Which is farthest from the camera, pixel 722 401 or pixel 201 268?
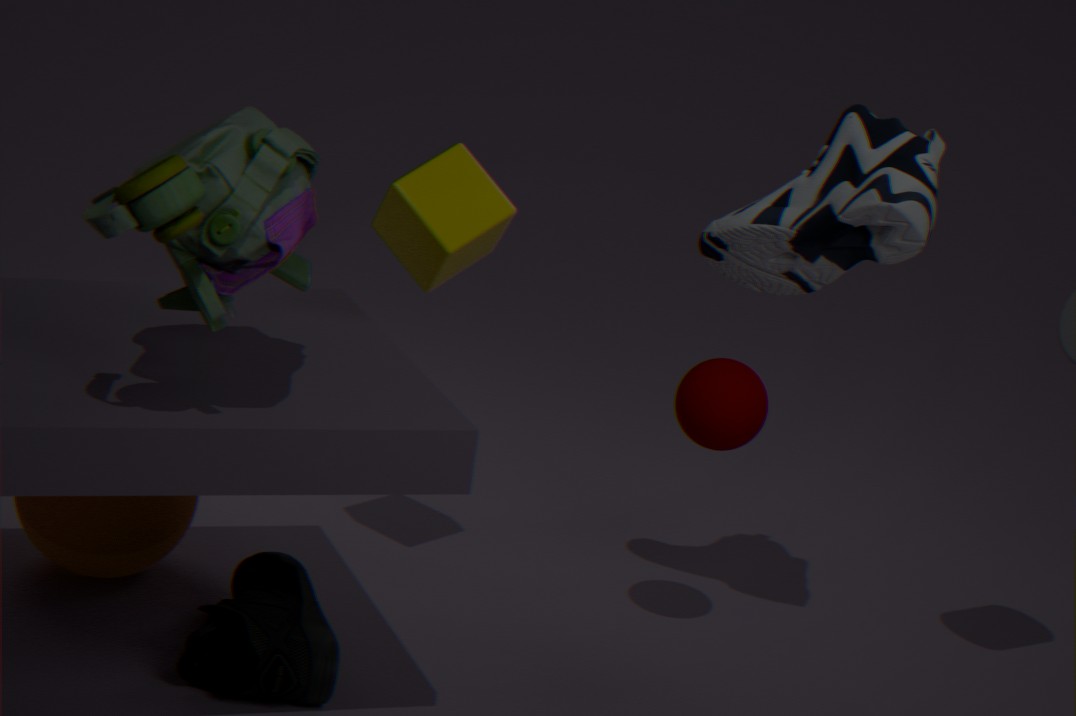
pixel 722 401
